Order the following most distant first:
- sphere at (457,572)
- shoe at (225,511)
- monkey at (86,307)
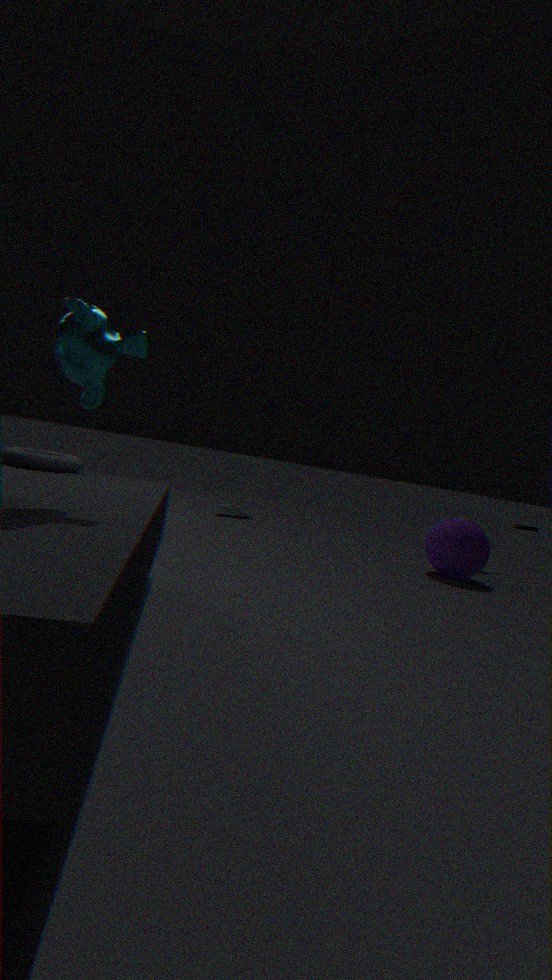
shoe at (225,511) → sphere at (457,572) → monkey at (86,307)
